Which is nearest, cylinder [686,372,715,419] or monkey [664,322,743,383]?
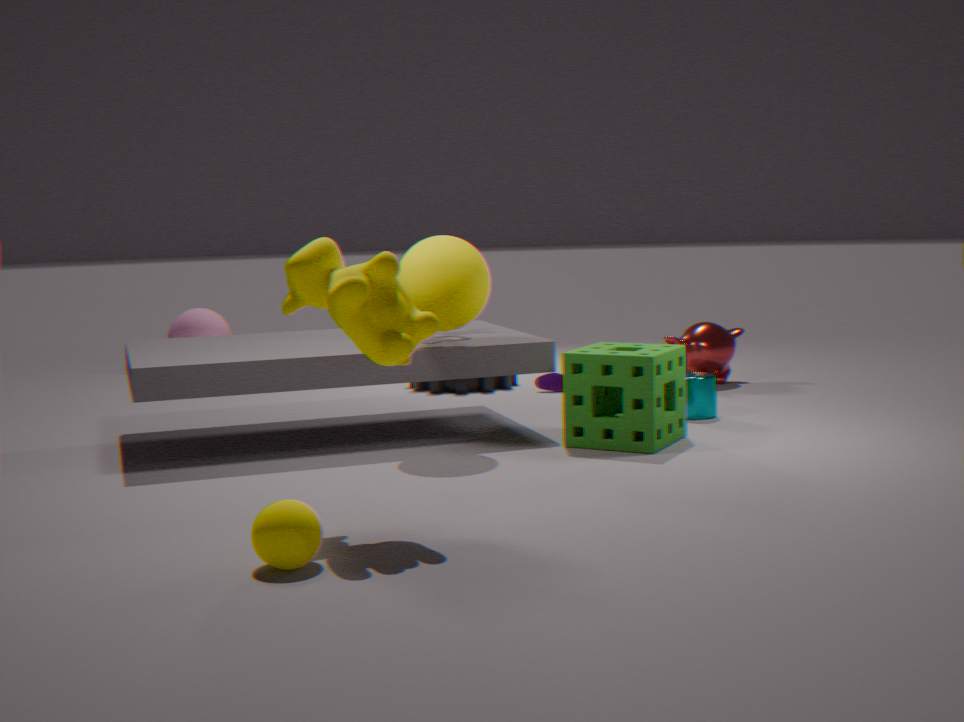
cylinder [686,372,715,419]
